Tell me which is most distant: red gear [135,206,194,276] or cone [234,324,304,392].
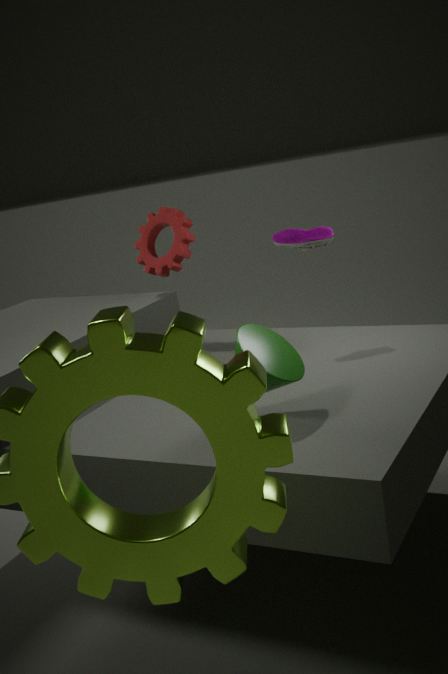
red gear [135,206,194,276]
